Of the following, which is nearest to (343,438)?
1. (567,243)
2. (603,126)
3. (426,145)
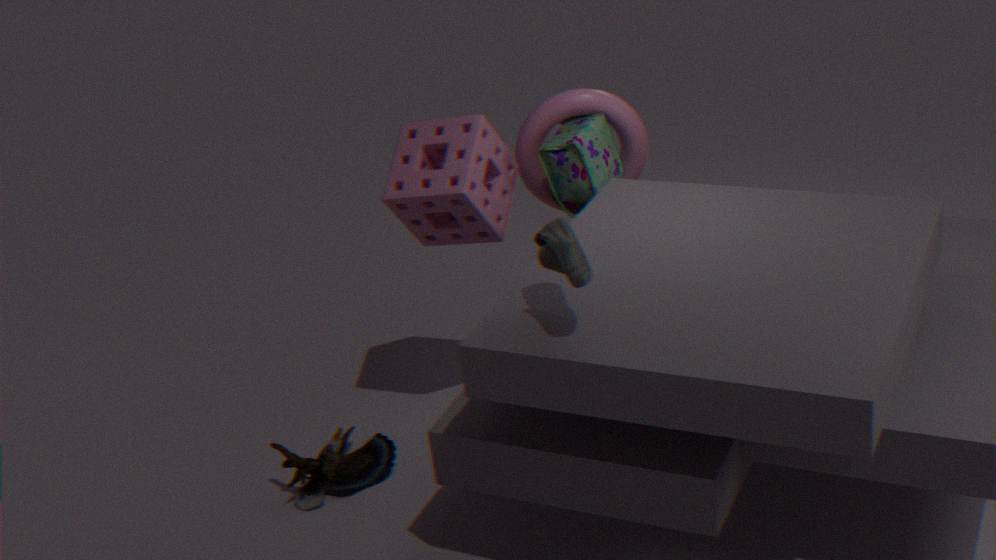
(426,145)
